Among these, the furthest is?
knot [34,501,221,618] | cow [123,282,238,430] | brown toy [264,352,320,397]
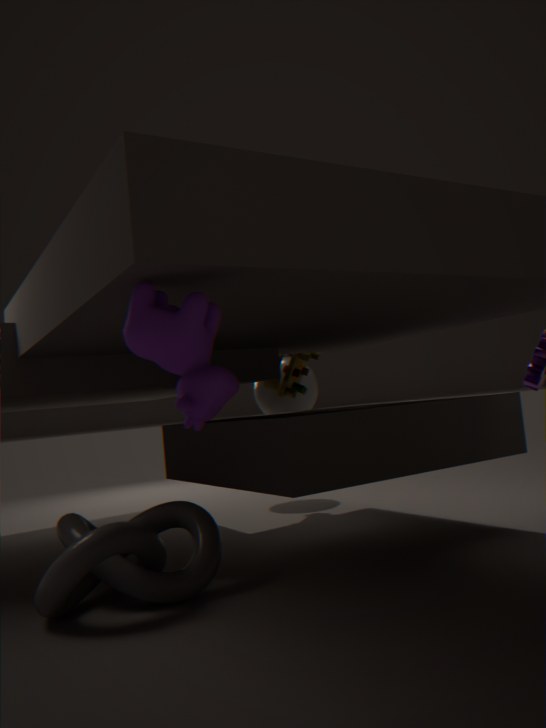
brown toy [264,352,320,397]
